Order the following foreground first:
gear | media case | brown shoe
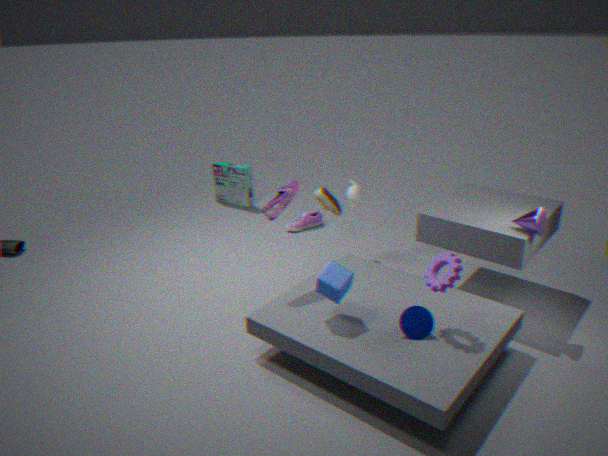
gear → brown shoe → media case
